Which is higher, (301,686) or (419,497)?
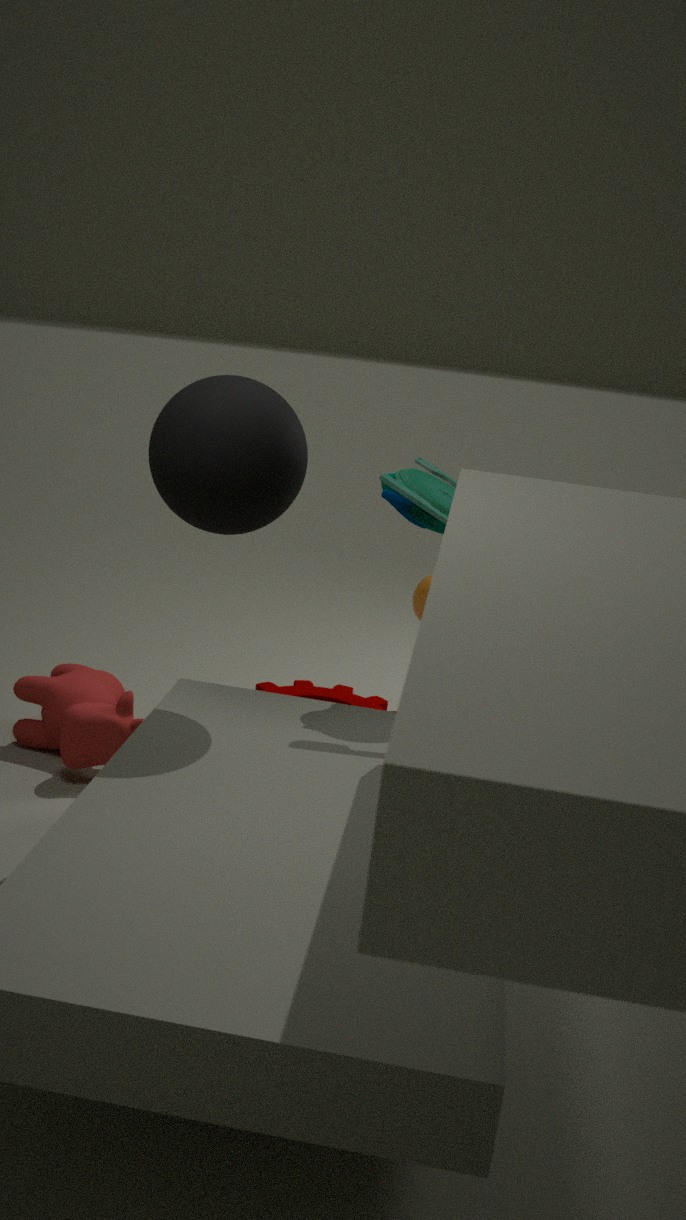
(419,497)
